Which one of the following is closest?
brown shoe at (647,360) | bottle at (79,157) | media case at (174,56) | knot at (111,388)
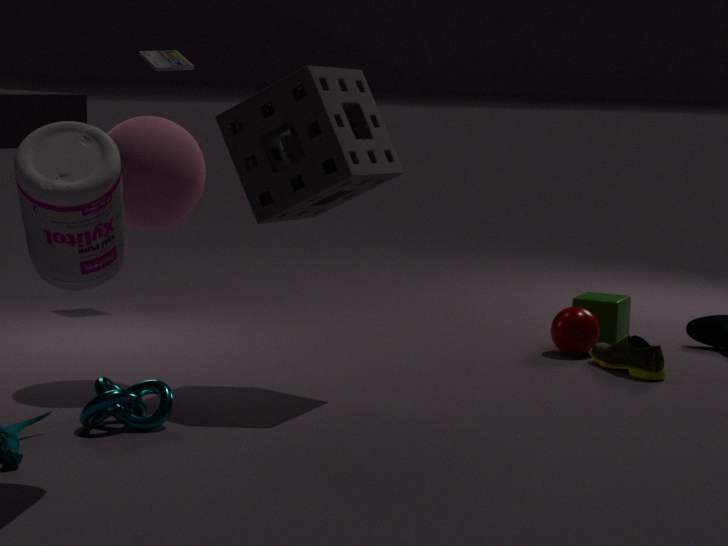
bottle at (79,157)
